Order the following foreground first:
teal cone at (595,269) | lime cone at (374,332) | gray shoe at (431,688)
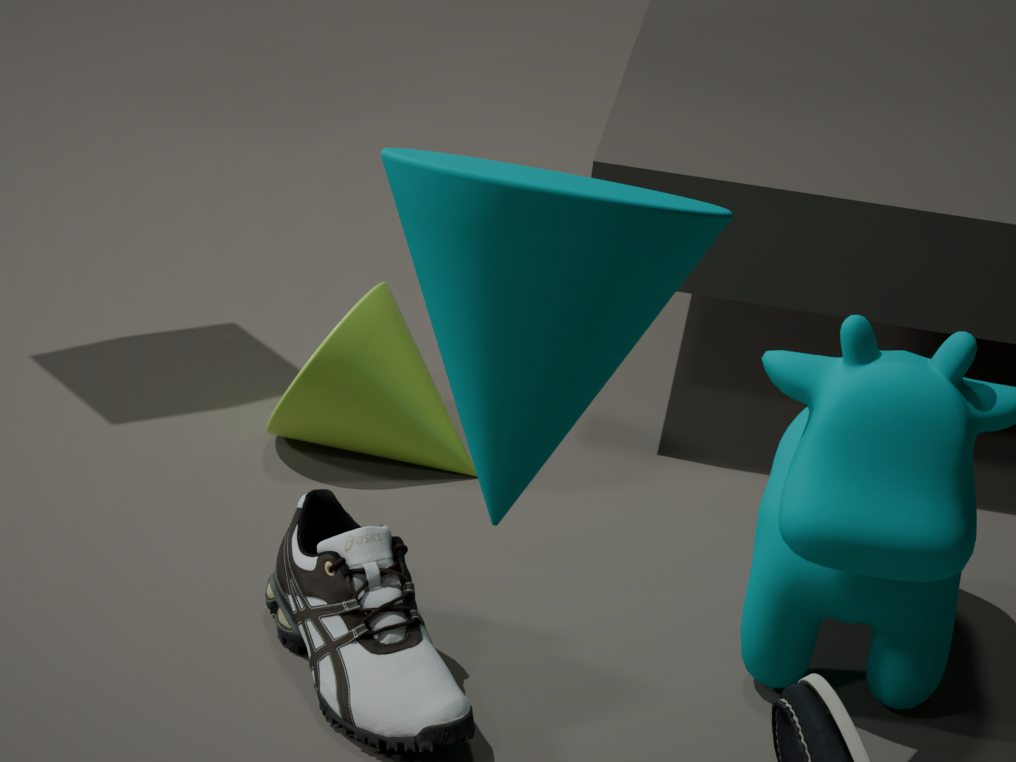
teal cone at (595,269), gray shoe at (431,688), lime cone at (374,332)
